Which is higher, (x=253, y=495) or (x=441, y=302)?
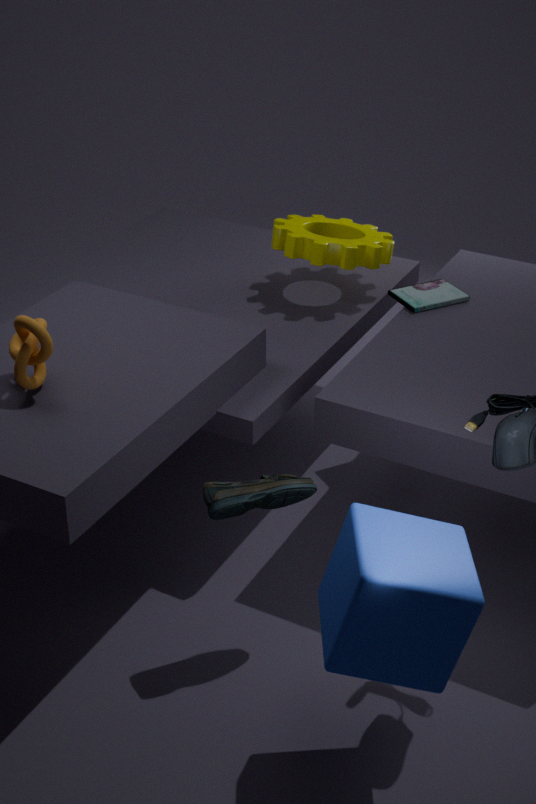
(x=441, y=302)
